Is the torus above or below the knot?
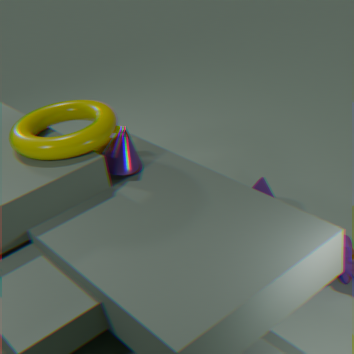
above
